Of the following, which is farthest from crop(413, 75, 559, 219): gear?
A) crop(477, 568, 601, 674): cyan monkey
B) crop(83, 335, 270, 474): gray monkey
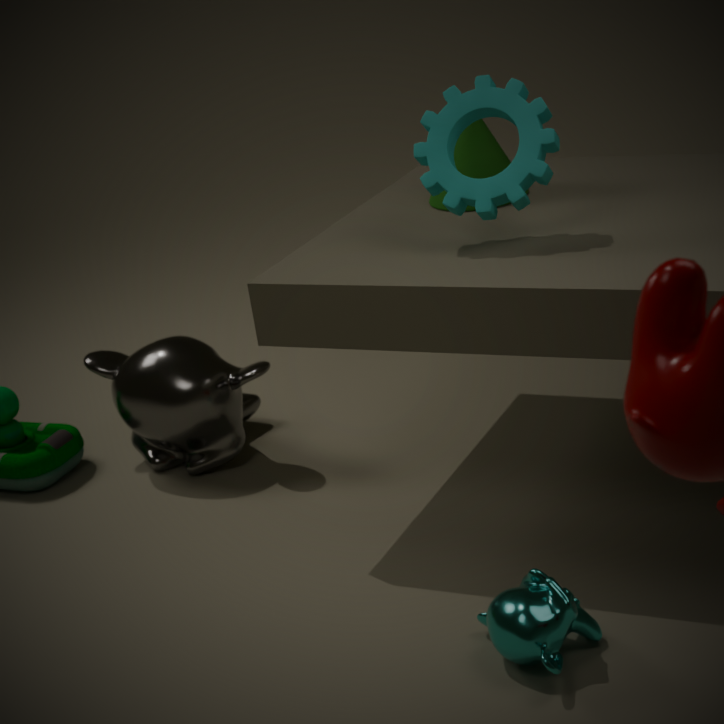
crop(477, 568, 601, 674): cyan monkey
